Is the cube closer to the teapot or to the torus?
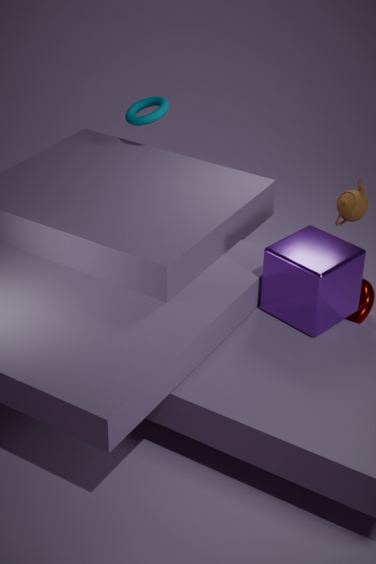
the teapot
